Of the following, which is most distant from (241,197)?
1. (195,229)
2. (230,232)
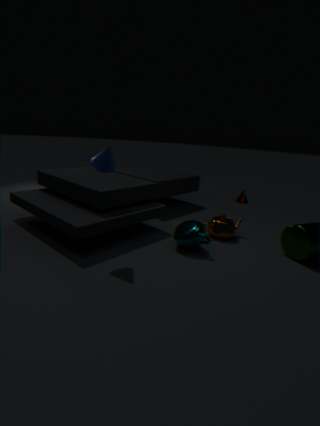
(195,229)
